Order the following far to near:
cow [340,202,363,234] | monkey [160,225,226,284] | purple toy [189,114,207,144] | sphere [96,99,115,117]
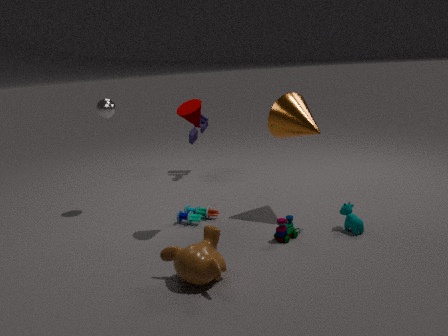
purple toy [189,114,207,144] < sphere [96,99,115,117] < cow [340,202,363,234] < monkey [160,225,226,284]
